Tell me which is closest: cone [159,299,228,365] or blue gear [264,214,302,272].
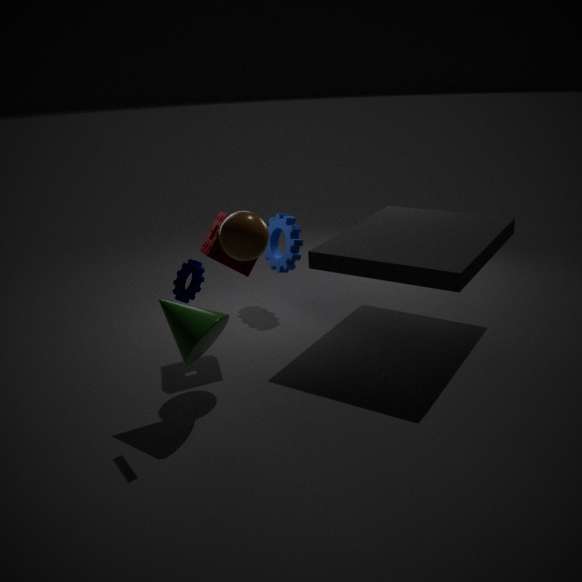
cone [159,299,228,365]
